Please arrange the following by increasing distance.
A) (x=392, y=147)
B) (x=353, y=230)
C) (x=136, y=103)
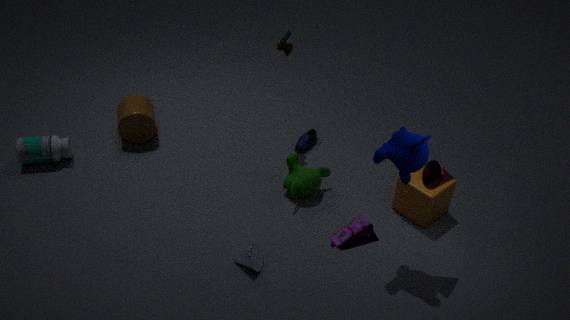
(x=353, y=230), (x=392, y=147), (x=136, y=103)
